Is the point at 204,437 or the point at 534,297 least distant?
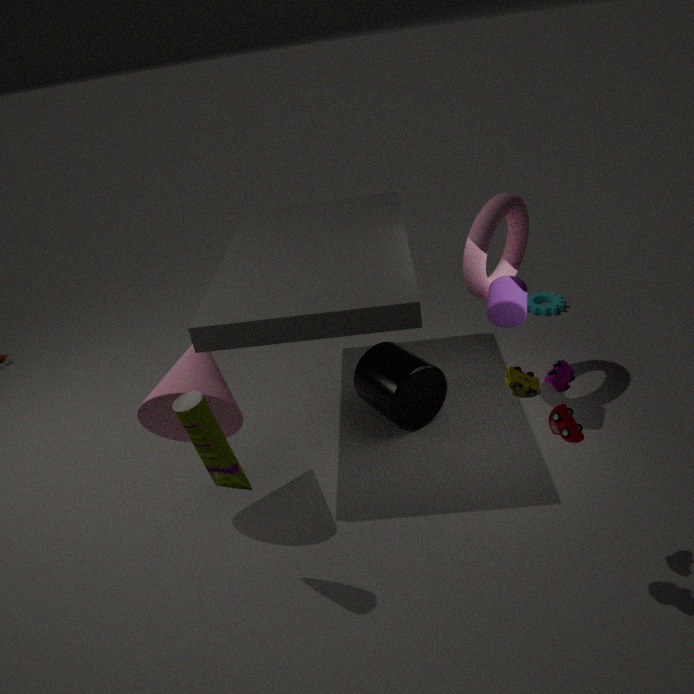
the point at 204,437
